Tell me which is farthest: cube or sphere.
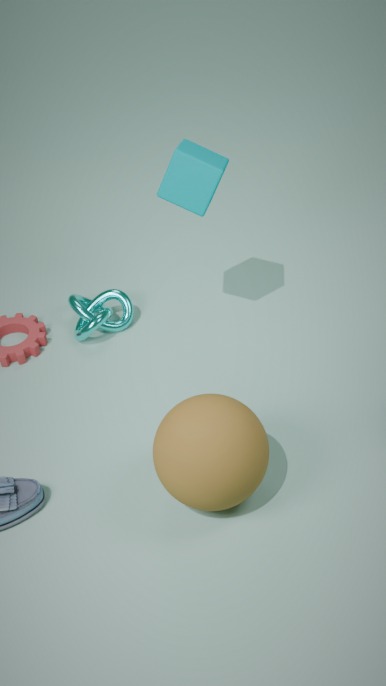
cube
